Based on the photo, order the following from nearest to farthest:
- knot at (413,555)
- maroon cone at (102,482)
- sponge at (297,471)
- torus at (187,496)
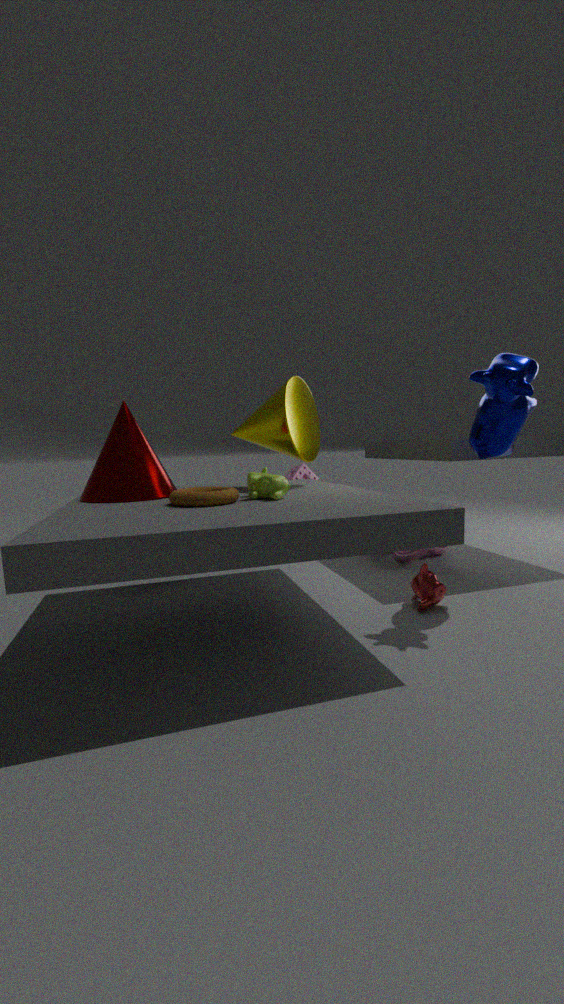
torus at (187,496), maroon cone at (102,482), knot at (413,555), sponge at (297,471)
